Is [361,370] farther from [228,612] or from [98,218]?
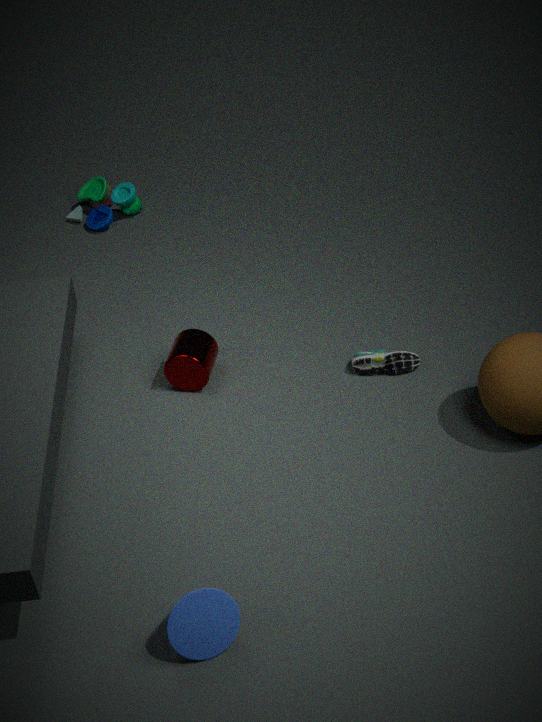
[98,218]
